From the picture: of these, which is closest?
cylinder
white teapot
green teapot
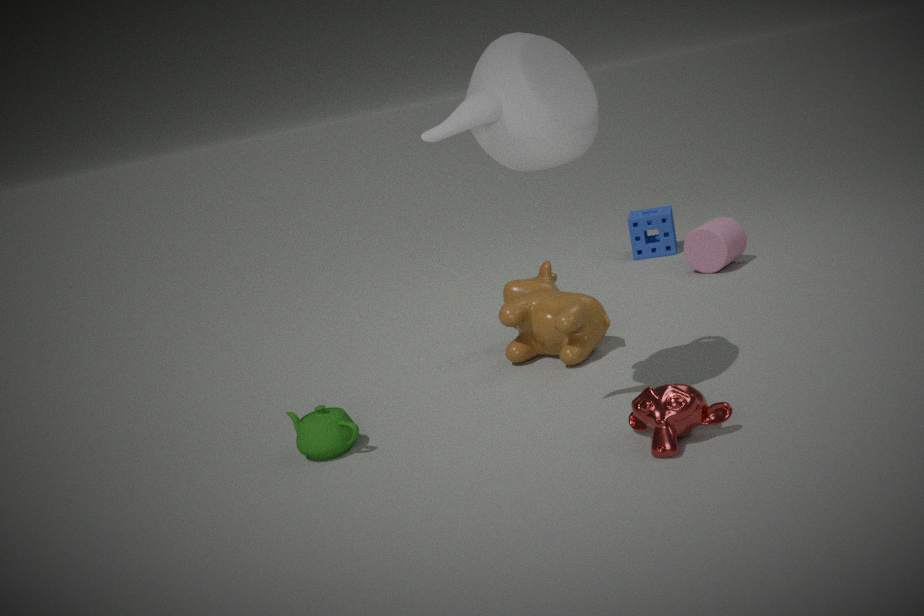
white teapot
